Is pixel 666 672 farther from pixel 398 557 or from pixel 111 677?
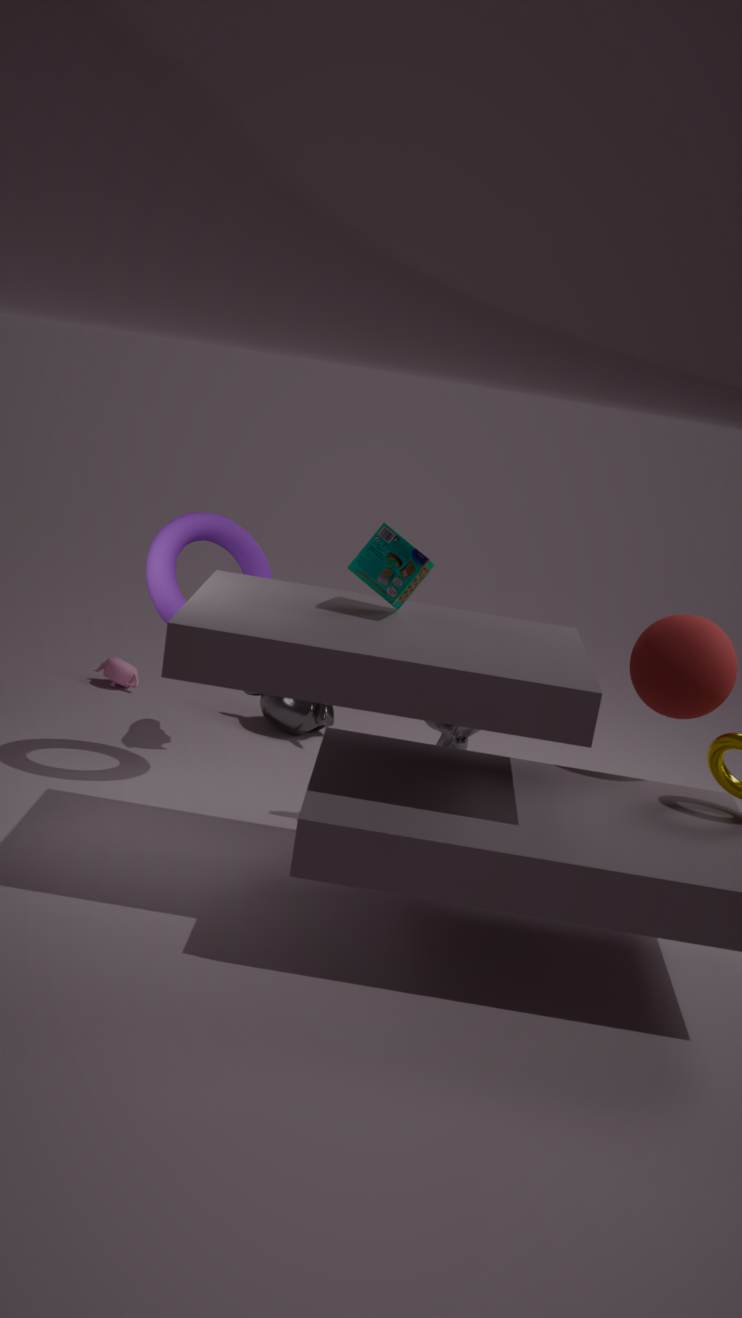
pixel 111 677
